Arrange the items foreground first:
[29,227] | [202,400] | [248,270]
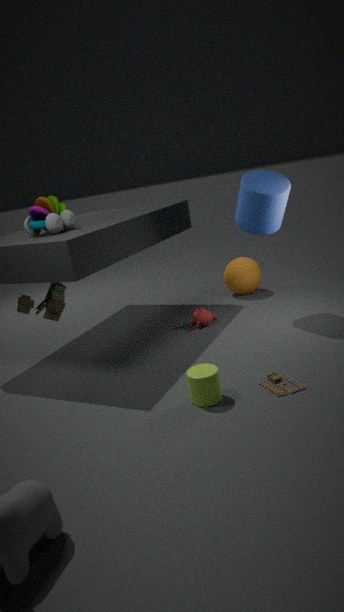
1. [202,400]
2. [29,227]
3. [248,270]
